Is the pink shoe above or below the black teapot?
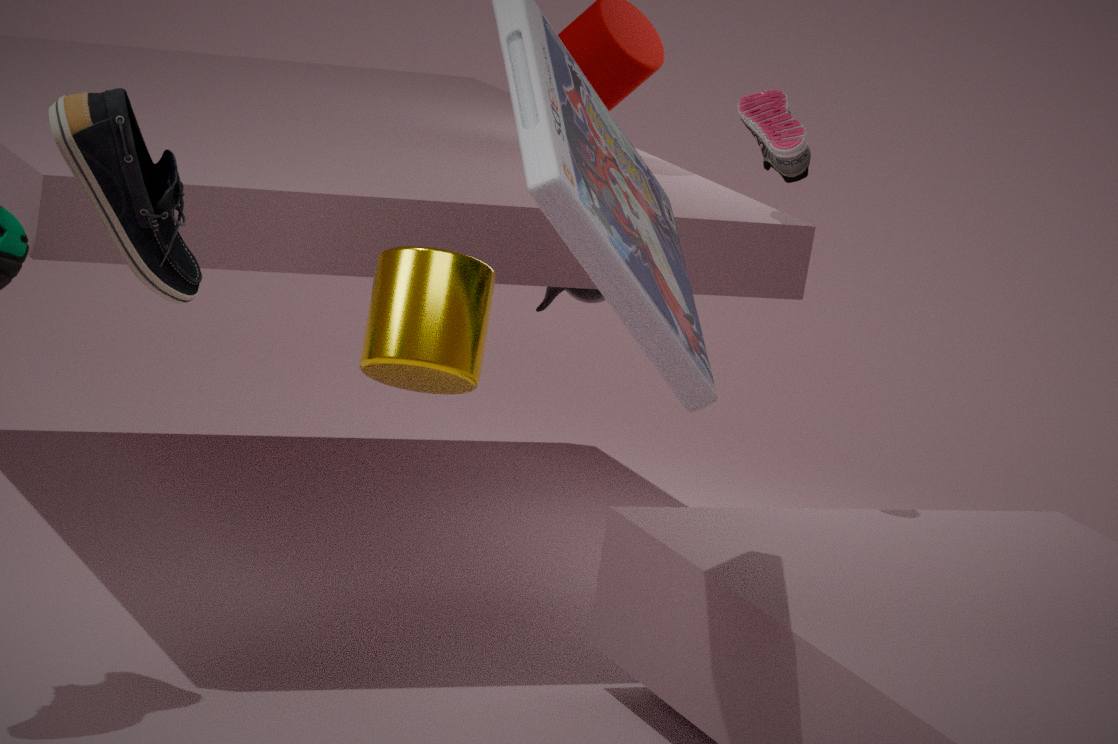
above
